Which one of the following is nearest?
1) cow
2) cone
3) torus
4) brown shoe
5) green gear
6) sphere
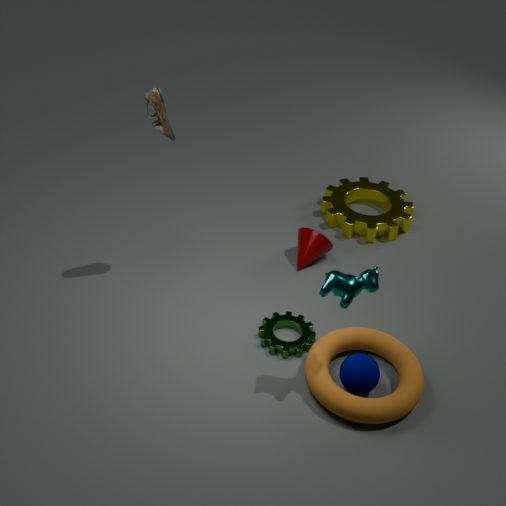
1. cow
